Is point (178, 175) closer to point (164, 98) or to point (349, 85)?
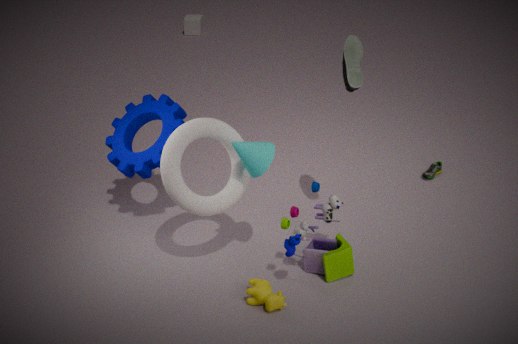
point (164, 98)
